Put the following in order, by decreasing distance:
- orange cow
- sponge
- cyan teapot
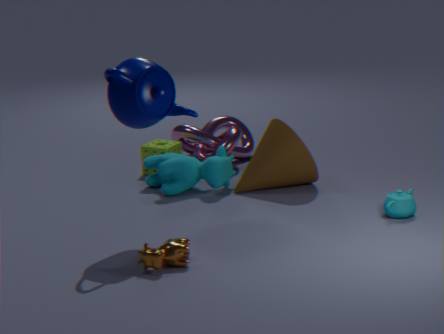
sponge → cyan teapot → orange cow
